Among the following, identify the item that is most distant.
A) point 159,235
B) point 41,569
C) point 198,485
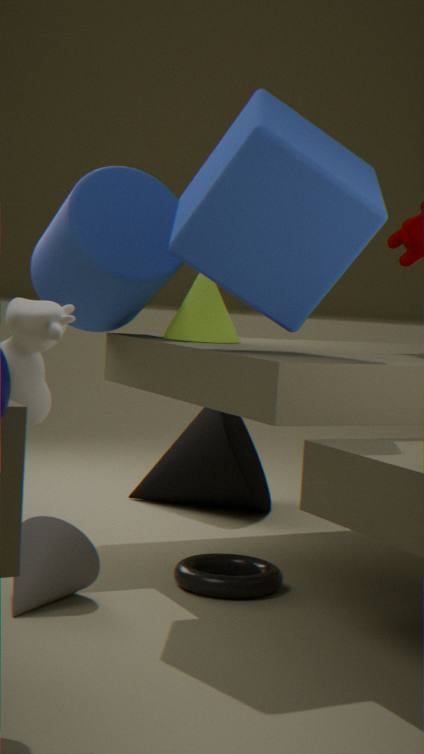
point 198,485
